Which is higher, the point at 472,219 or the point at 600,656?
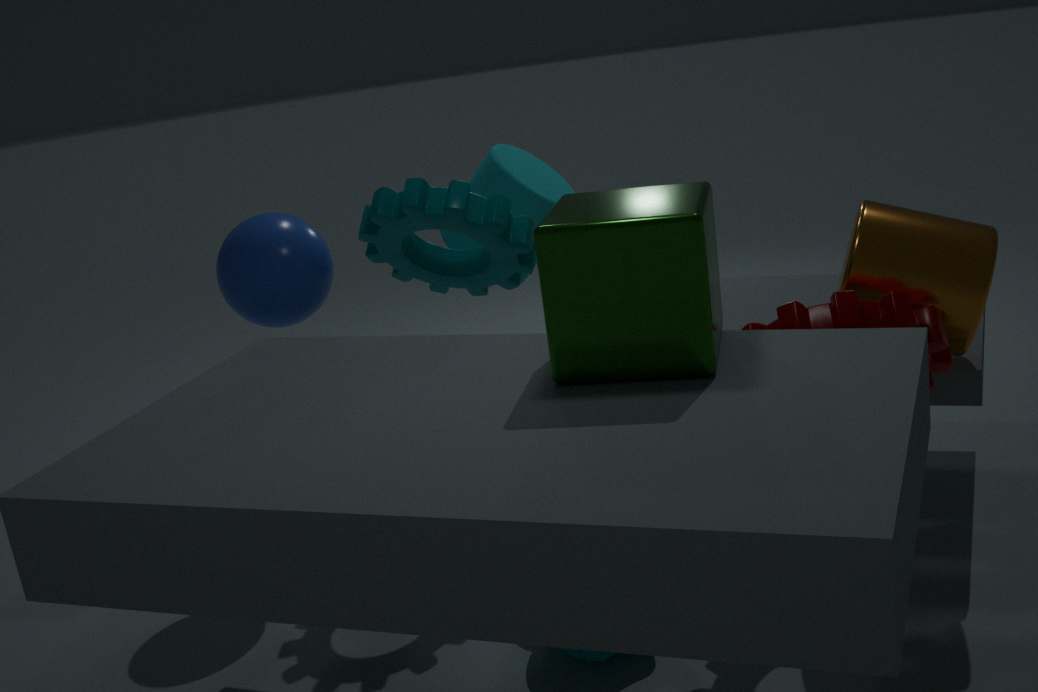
the point at 472,219
